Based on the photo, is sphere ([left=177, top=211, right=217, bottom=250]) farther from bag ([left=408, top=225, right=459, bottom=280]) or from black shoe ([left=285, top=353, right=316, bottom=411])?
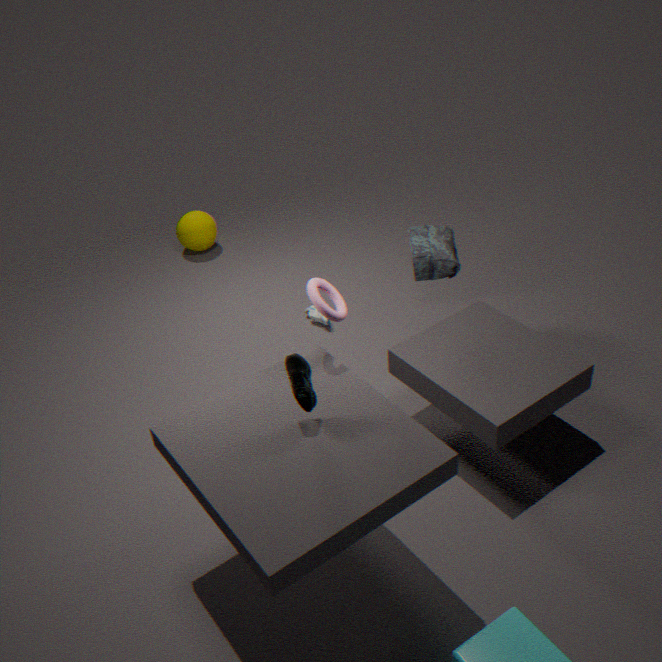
black shoe ([left=285, top=353, right=316, bottom=411])
